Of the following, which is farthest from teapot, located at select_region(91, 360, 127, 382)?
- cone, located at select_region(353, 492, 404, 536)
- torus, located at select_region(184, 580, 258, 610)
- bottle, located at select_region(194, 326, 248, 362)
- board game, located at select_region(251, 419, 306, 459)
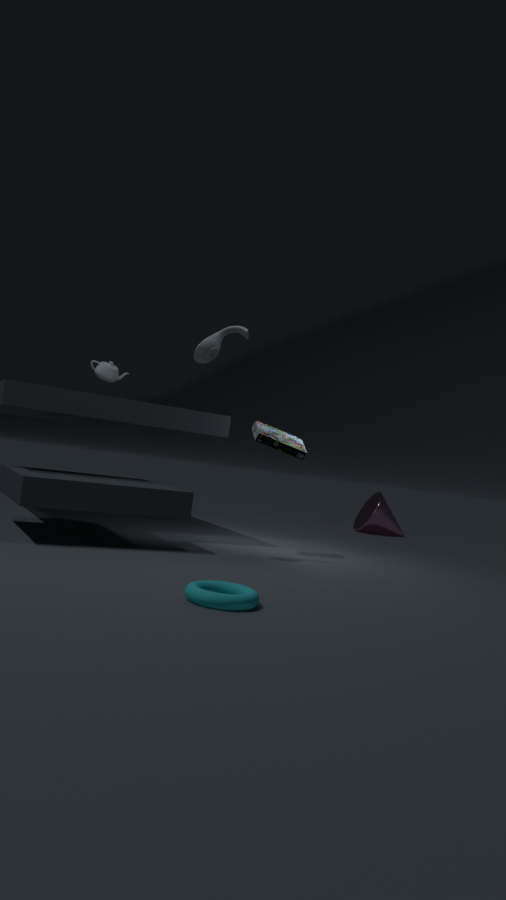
cone, located at select_region(353, 492, 404, 536)
